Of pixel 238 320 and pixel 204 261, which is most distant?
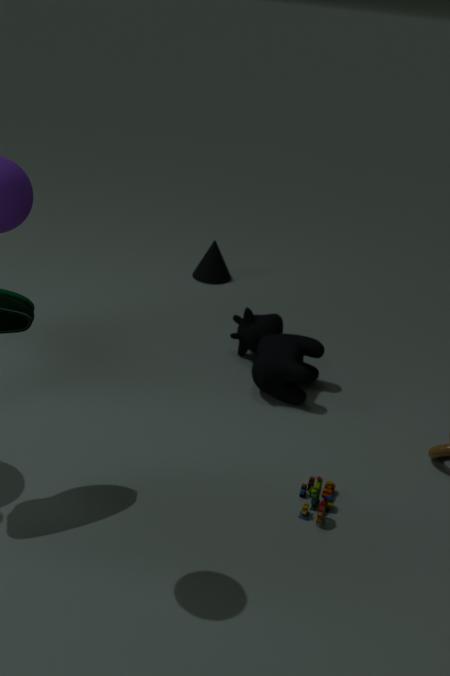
pixel 204 261
